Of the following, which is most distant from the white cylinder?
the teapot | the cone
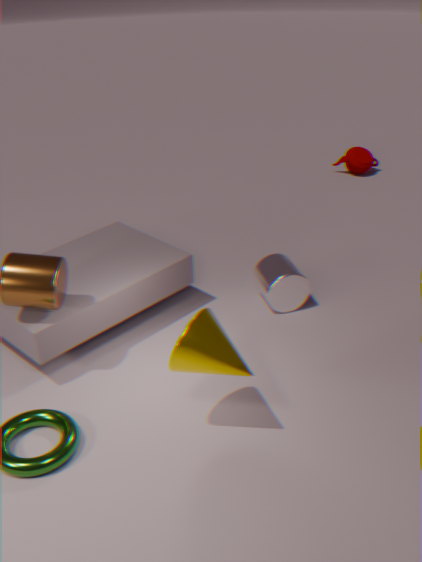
the teapot
